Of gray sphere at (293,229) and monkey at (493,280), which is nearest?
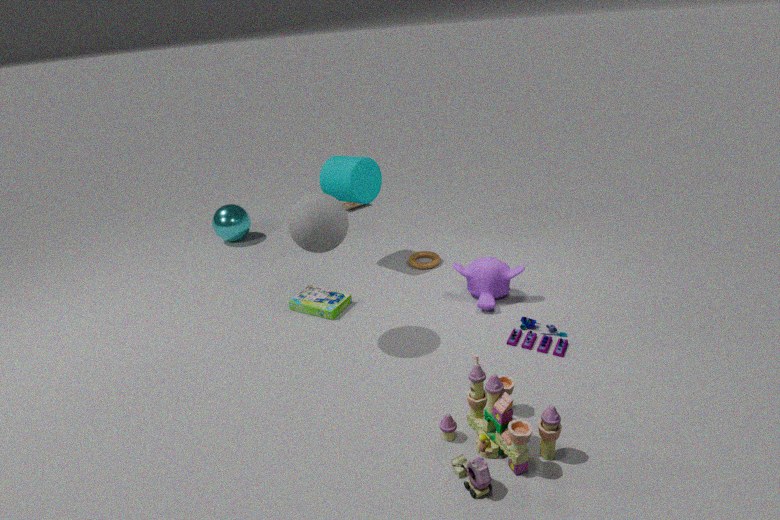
gray sphere at (293,229)
